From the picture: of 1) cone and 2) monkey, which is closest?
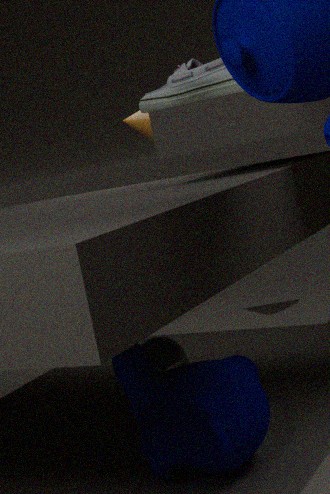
2. monkey
